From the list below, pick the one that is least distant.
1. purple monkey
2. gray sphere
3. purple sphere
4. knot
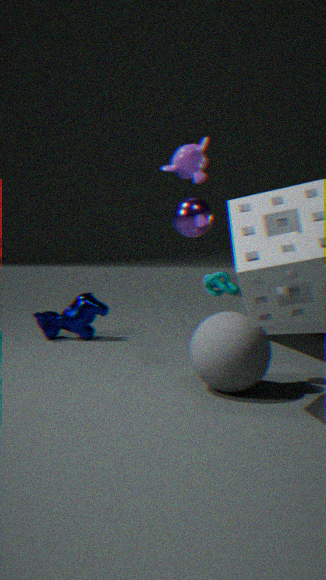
gray sphere
